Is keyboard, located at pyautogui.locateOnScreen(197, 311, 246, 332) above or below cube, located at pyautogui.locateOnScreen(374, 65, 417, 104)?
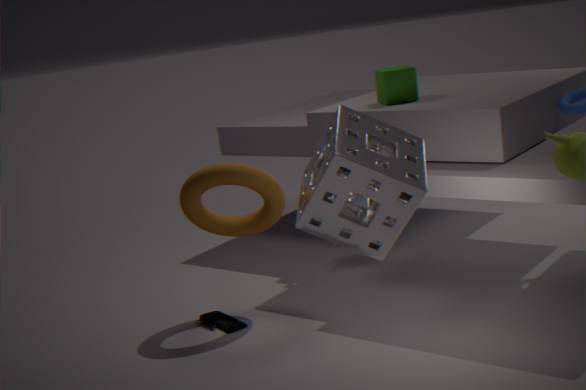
below
